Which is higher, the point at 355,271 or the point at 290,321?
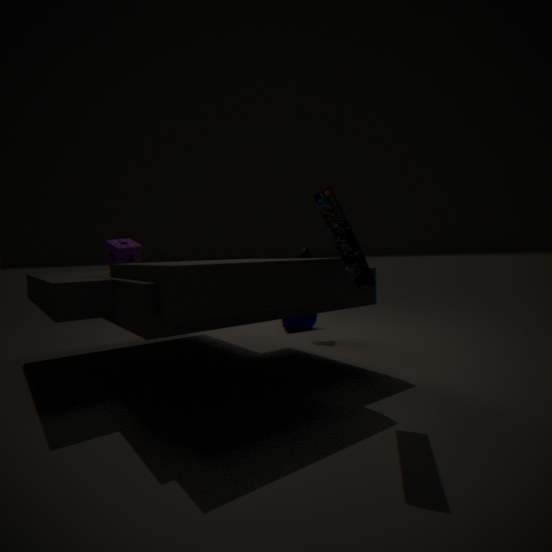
the point at 355,271
